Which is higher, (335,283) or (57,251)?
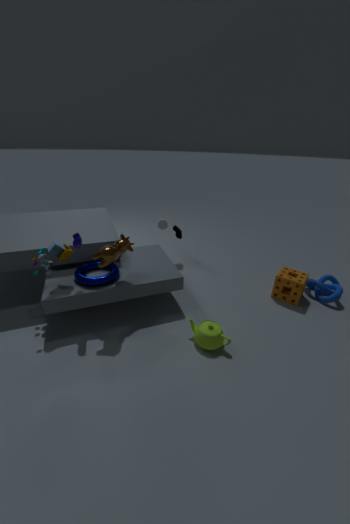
(57,251)
